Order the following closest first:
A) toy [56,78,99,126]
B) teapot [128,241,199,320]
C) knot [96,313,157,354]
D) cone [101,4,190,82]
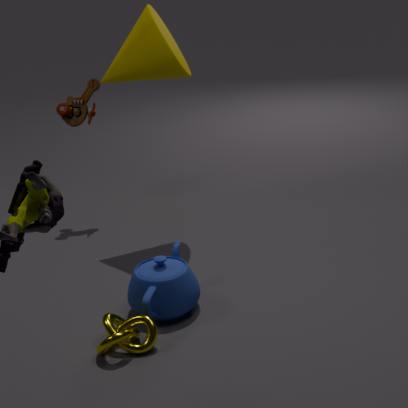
knot [96,313,157,354] → teapot [128,241,199,320] → cone [101,4,190,82] → toy [56,78,99,126]
